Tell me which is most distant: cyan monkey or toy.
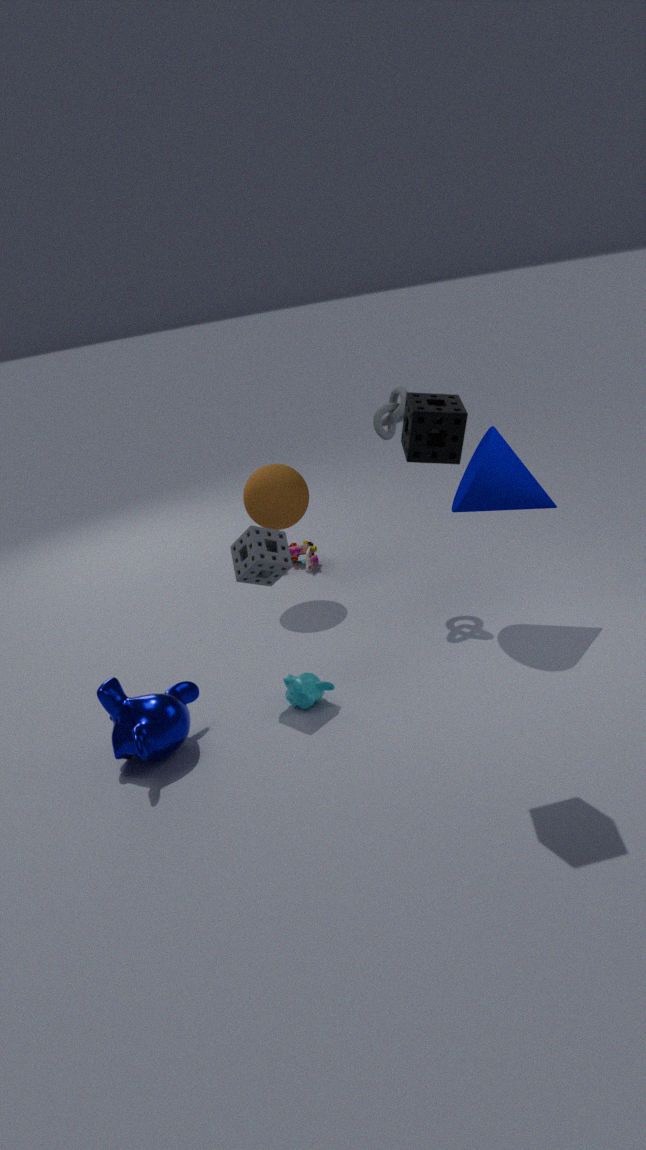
toy
